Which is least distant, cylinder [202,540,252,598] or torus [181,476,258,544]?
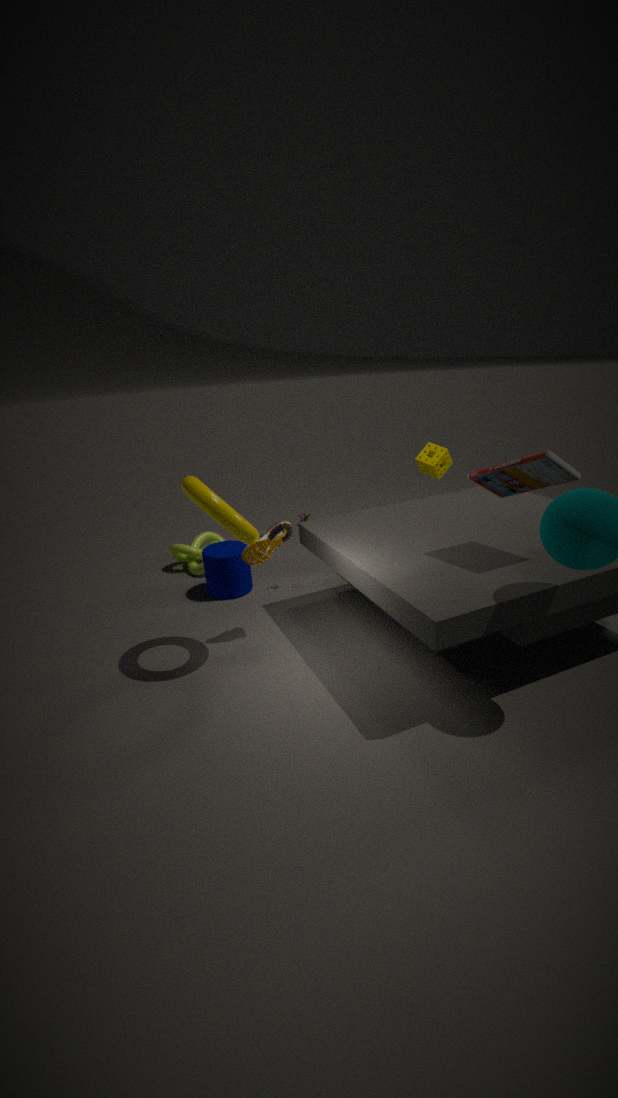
torus [181,476,258,544]
